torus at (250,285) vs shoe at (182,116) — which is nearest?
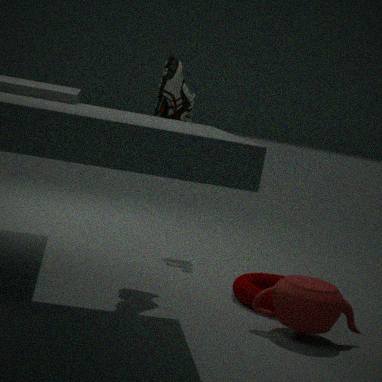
shoe at (182,116)
